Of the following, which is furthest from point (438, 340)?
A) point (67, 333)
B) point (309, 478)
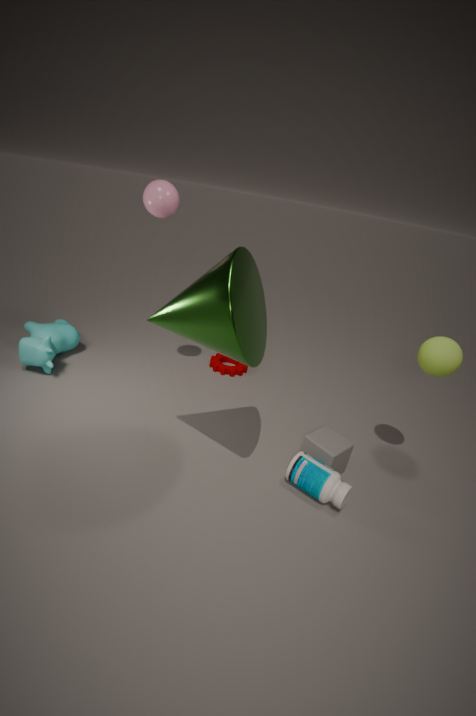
point (67, 333)
